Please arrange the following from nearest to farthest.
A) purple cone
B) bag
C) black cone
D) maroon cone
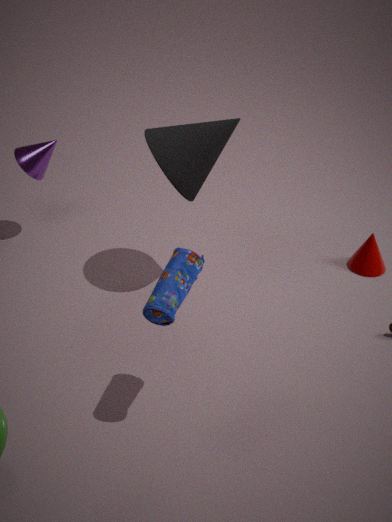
bag
black cone
purple cone
maroon cone
